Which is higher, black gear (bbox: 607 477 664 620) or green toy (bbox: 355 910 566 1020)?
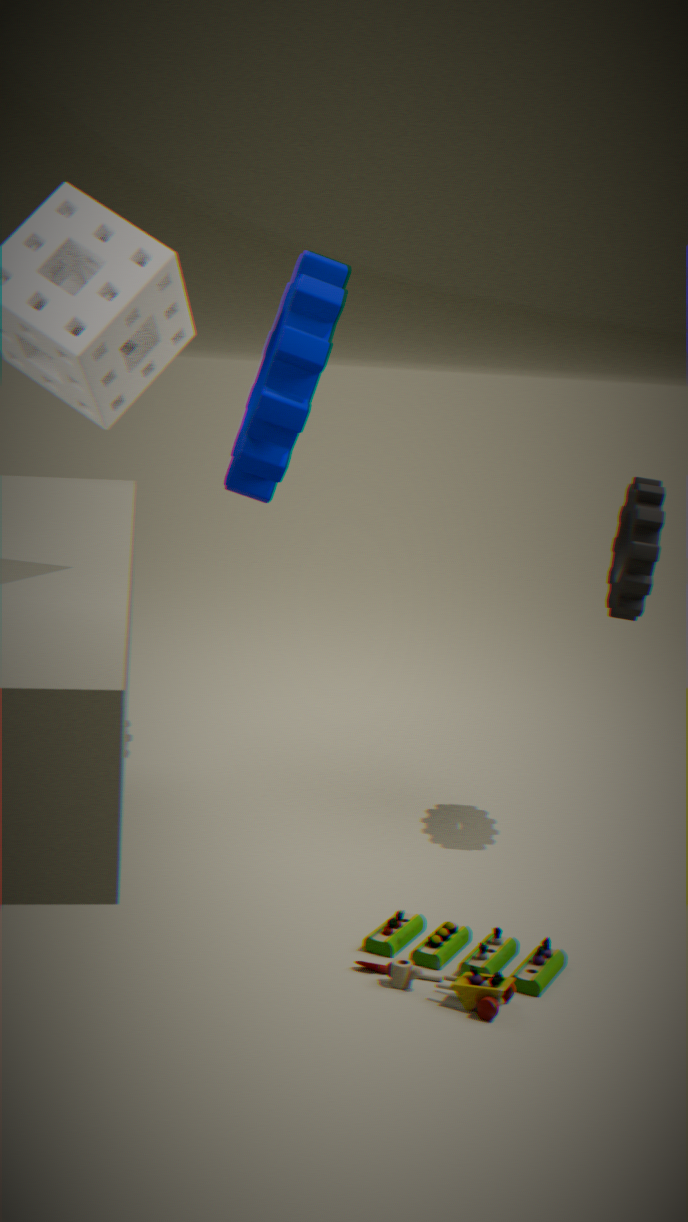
black gear (bbox: 607 477 664 620)
